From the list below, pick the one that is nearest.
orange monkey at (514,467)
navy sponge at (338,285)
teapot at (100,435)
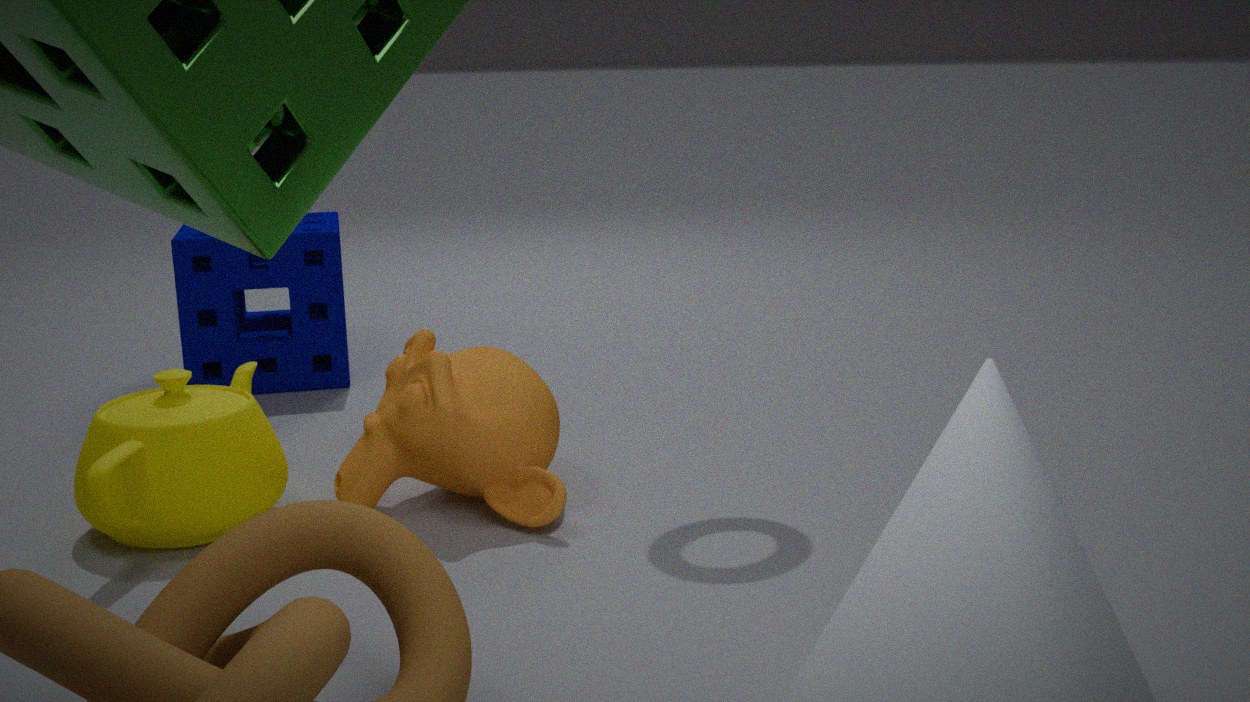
teapot at (100,435)
